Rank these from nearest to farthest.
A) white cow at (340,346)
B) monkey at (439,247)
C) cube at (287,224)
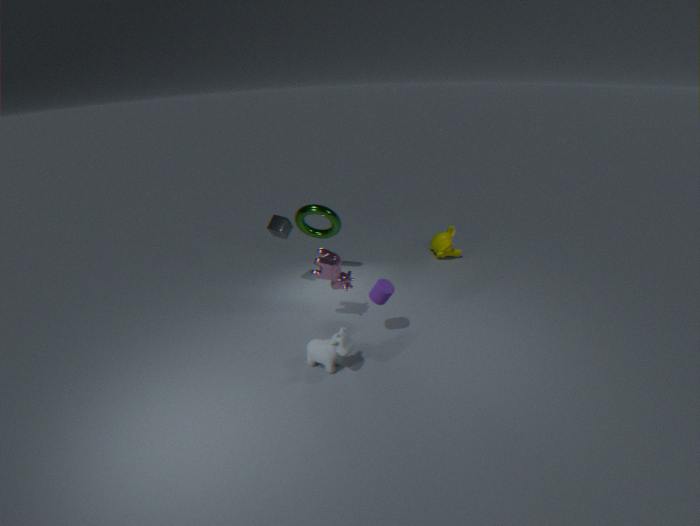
white cow at (340,346)
cube at (287,224)
monkey at (439,247)
